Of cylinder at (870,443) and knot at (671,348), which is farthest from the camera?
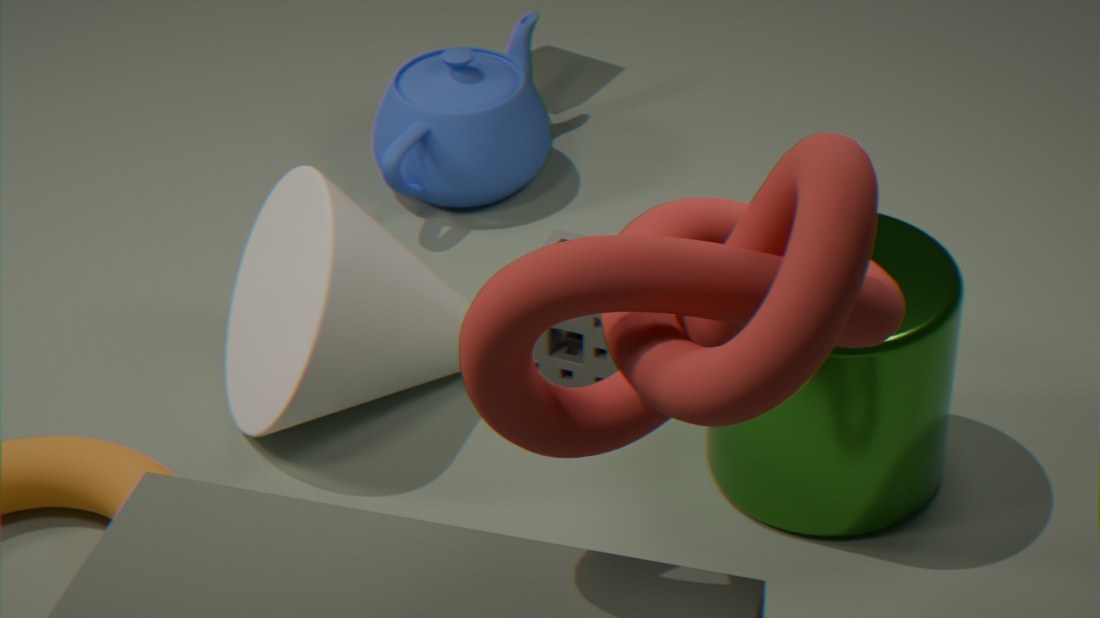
cylinder at (870,443)
